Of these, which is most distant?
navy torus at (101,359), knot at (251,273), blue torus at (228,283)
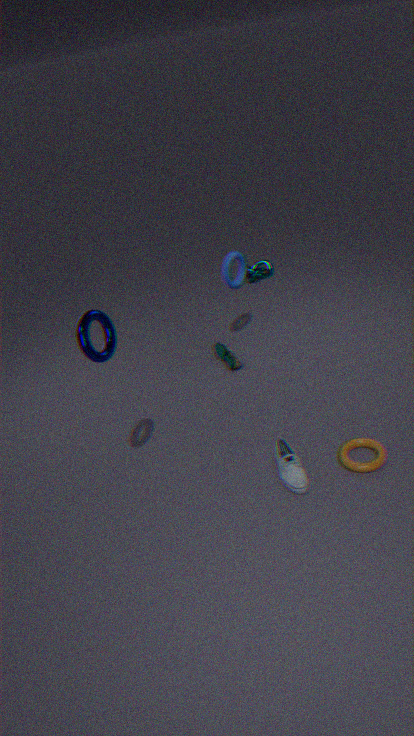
knot at (251,273)
